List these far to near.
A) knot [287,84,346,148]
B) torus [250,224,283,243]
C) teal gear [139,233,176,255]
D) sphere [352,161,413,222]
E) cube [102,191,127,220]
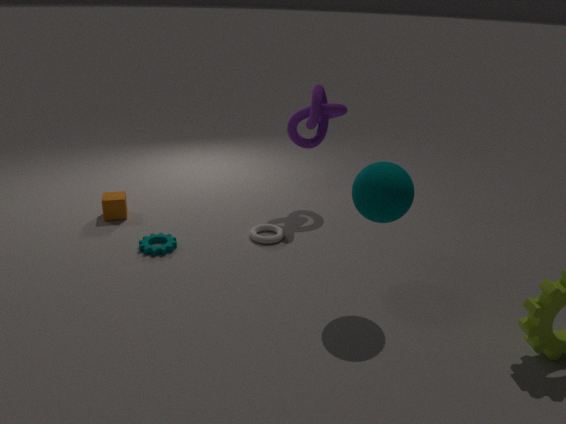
cube [102,191,127,220] < knot [287,84,346,148] < torus [250,224,283,243] < teal gear [139,233,176,255] < sphere [352,161,413,222]
